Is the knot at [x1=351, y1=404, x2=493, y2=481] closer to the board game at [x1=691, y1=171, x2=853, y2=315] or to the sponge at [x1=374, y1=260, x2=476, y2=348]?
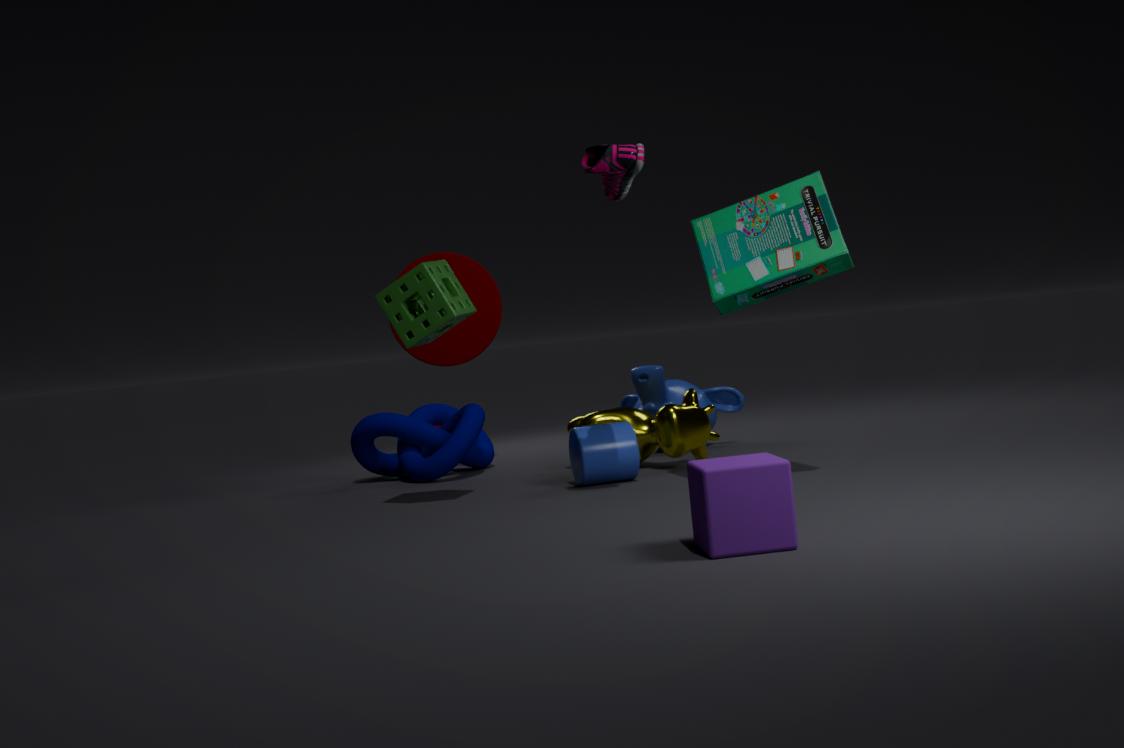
the sponge at [x1=374, y1=260, x2=476, y2=348]
